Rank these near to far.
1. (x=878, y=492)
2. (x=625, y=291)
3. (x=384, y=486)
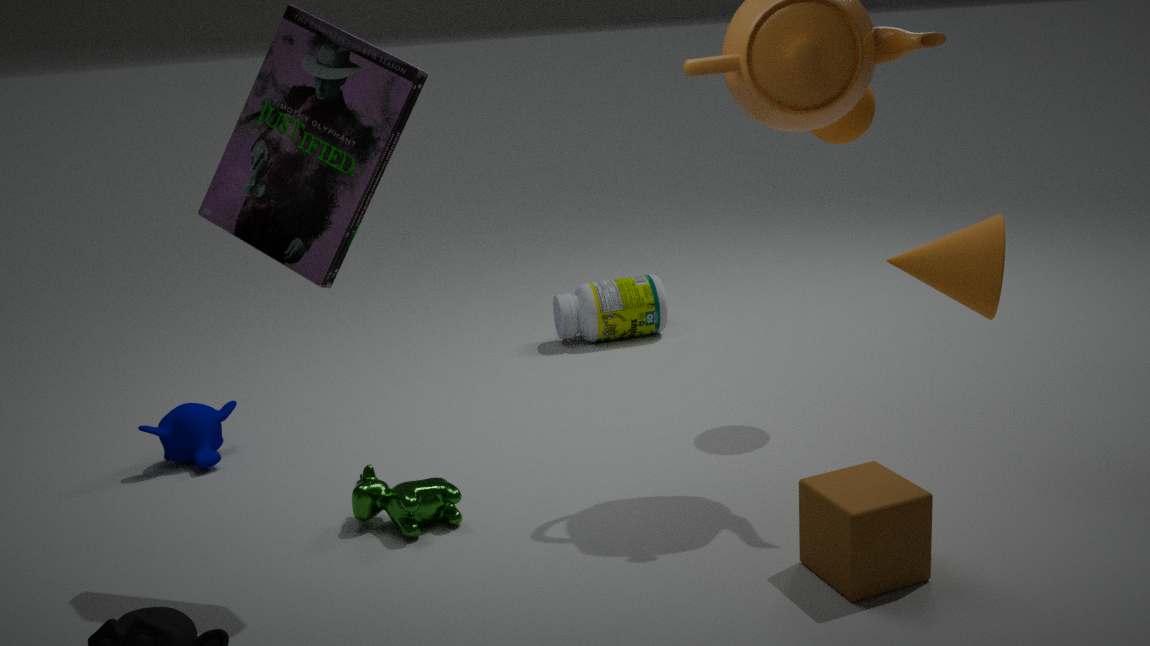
(x=878, y=492) < (x=384, y=486) < (x=625, y=291)
